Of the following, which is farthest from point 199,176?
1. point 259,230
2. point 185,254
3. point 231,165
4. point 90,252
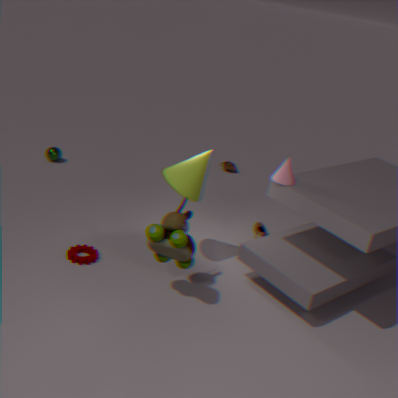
point 231,165
